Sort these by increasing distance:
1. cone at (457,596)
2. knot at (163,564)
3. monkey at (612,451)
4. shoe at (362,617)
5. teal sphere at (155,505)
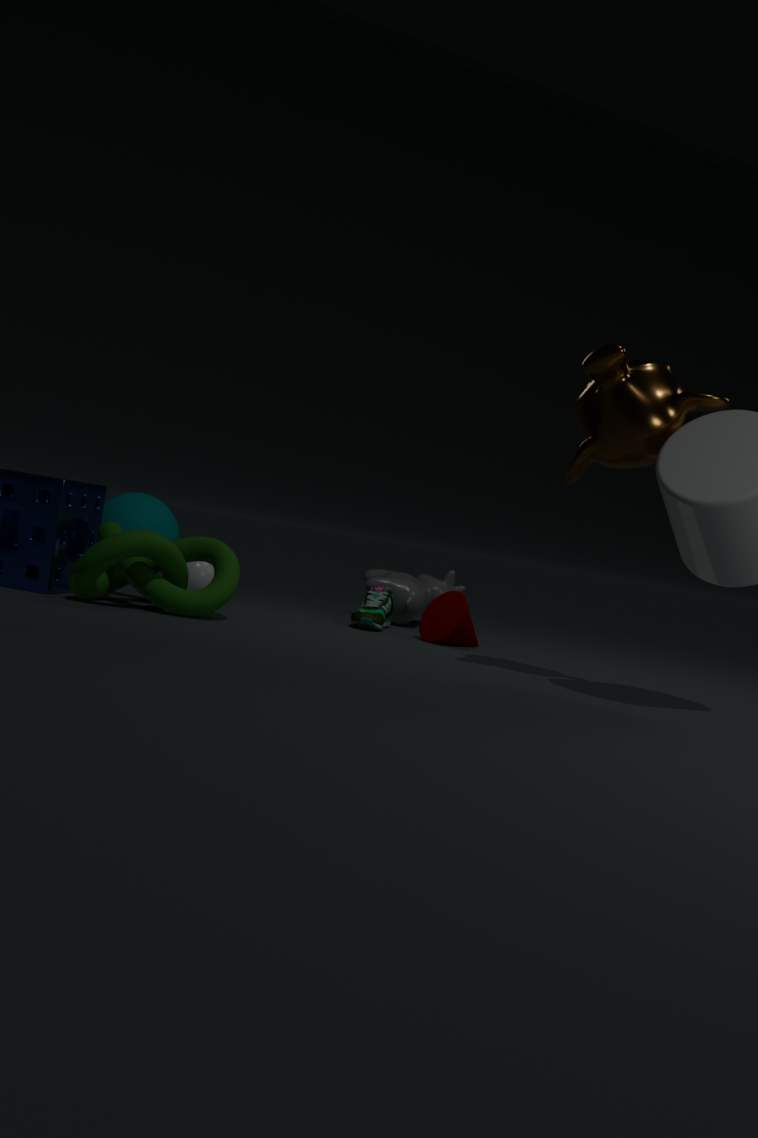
monkey at (612,451) < knot at (163,564) < cone at (457,596) < shoe at (362,617) < teal sphere at (155,505)
